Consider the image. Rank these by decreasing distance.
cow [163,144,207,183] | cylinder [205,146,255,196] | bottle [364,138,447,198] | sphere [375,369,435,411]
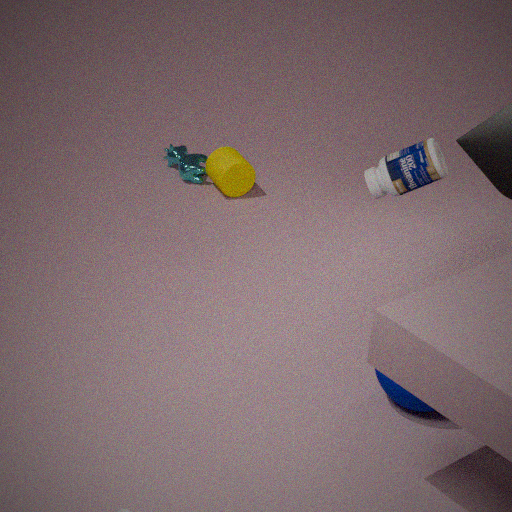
cow [163,144,207,183] → cylinder [205,146,255,196] → sphere [375,369,435,411] → bottle [364,138,447,198]
